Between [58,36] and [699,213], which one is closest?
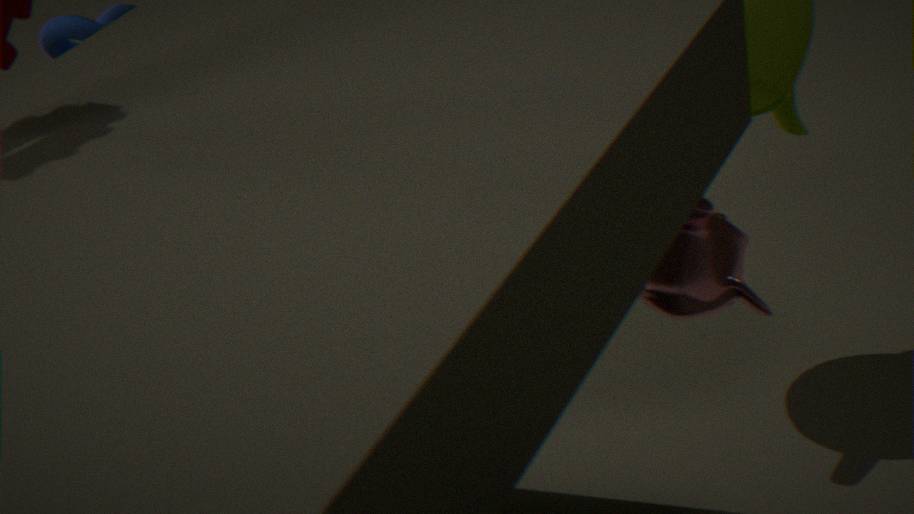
[699,213]
